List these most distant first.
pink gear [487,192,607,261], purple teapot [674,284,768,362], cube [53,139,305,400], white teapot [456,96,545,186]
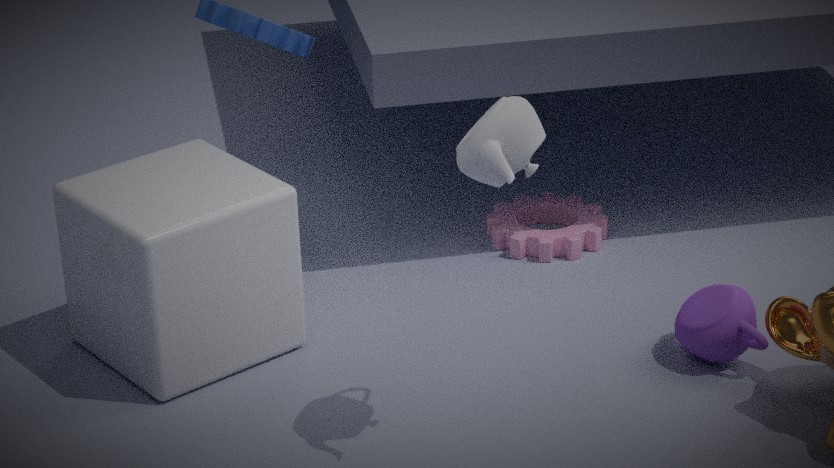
pink gear [487,192,607,261] → purple teapot [674,284,768,362] → cube [53,139,305,400] → white teapot [456,96,545,186]
